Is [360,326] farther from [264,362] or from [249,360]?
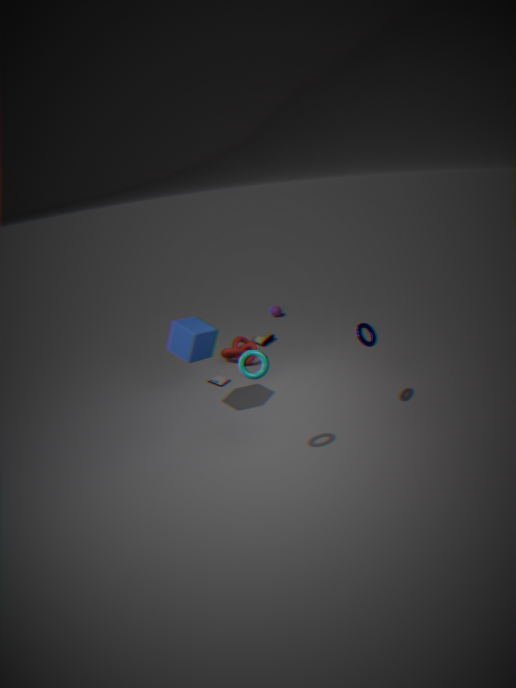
[249,360]
